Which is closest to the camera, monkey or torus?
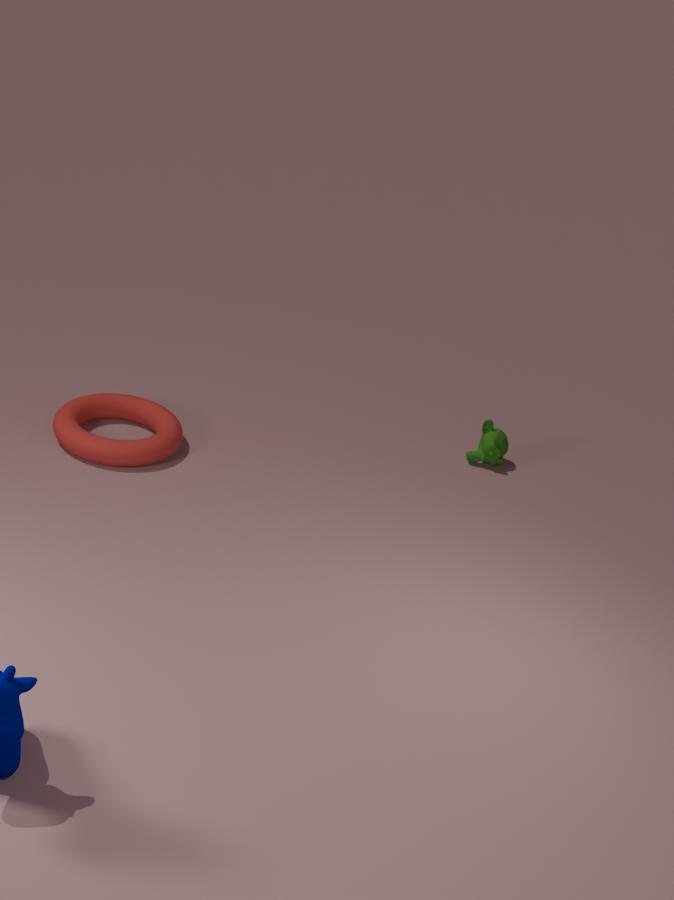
torus
